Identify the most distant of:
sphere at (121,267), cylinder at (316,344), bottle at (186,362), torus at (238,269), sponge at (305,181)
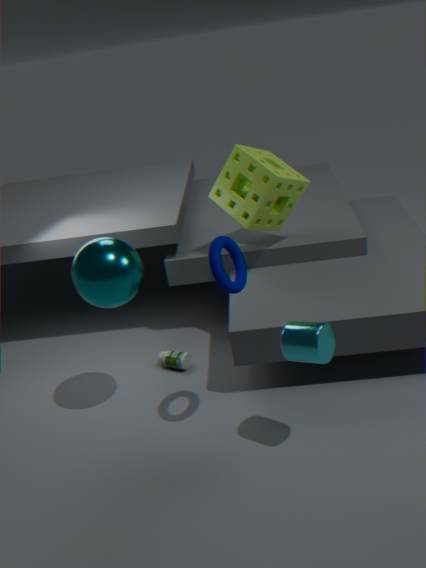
bottle at (186,362)
